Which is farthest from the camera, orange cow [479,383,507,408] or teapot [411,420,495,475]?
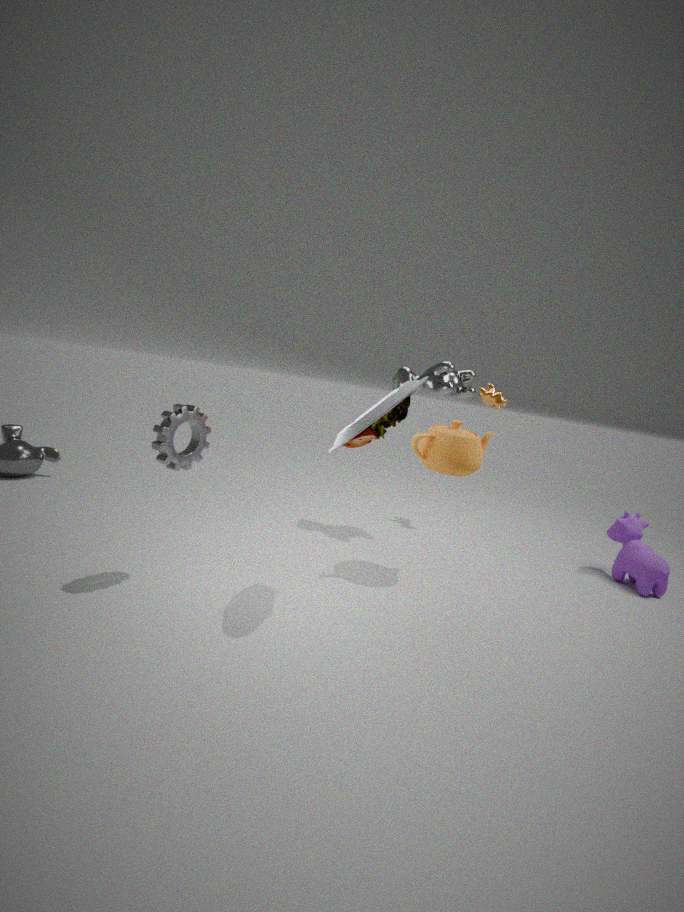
orange cow [479,383,507,408]
